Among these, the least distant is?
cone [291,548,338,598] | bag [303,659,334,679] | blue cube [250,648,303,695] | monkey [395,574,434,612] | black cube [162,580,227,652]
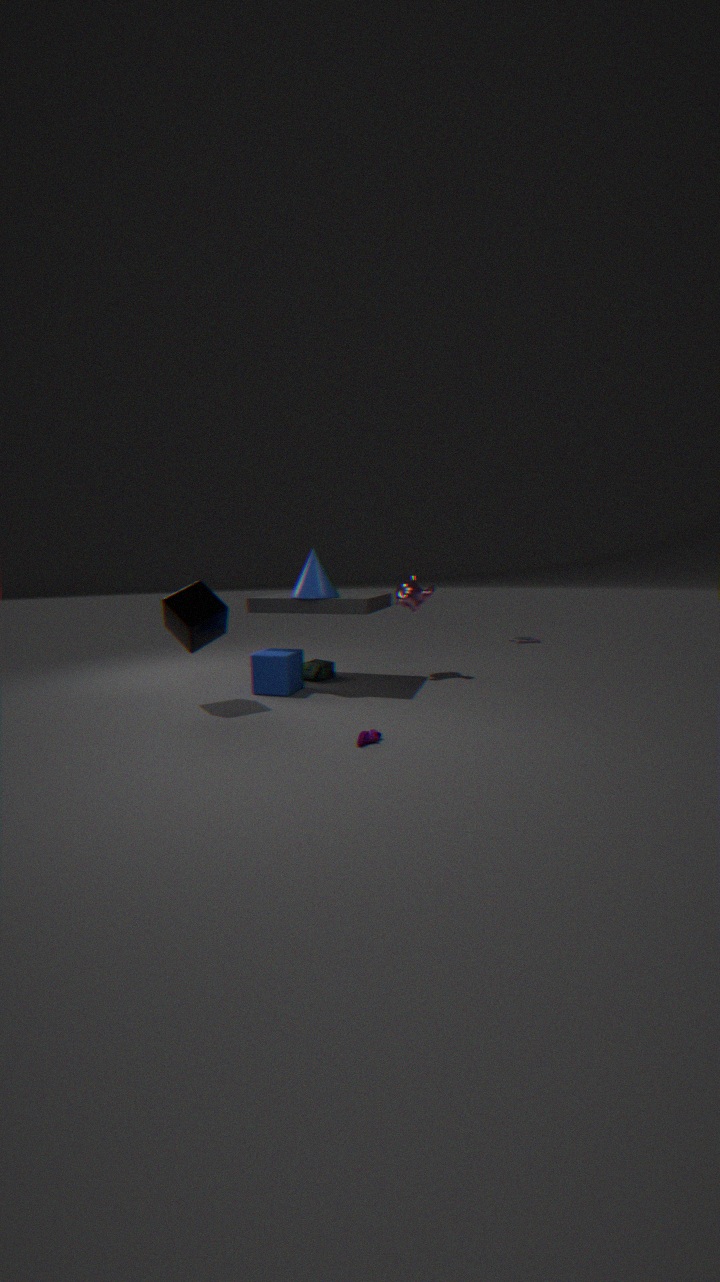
black cube [162,580,227,652]
